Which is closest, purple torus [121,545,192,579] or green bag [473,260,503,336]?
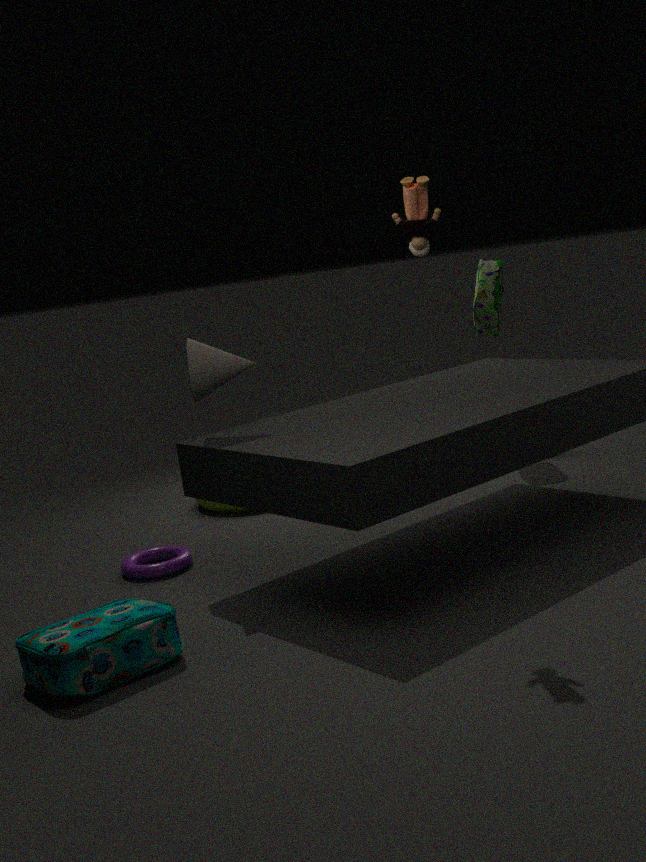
purple torus [121,545,192,579]
